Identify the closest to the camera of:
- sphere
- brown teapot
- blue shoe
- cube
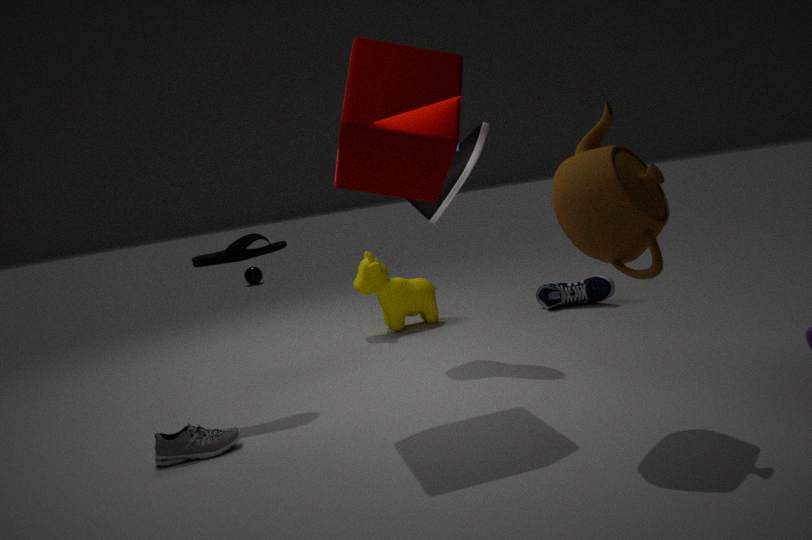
brown teapot
